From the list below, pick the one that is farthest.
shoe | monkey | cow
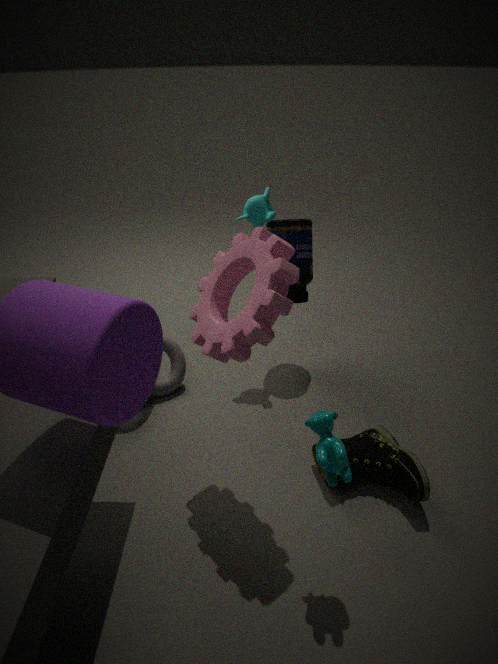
monkey
